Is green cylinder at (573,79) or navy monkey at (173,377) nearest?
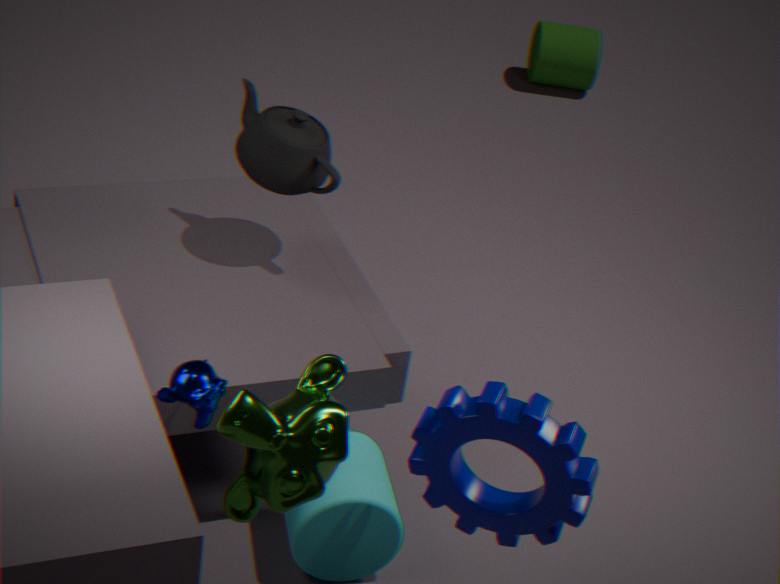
navy monkey at (173,377)
